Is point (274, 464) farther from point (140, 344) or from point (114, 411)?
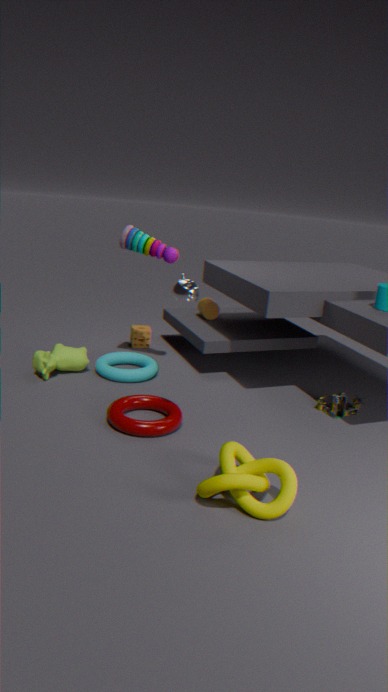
point (140, 344)
